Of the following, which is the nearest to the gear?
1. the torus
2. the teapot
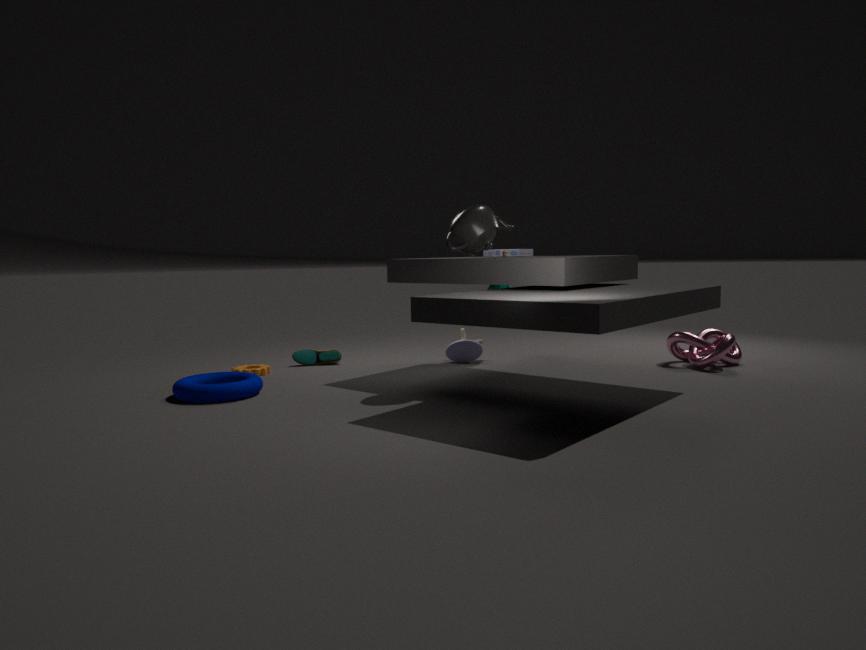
the torus
